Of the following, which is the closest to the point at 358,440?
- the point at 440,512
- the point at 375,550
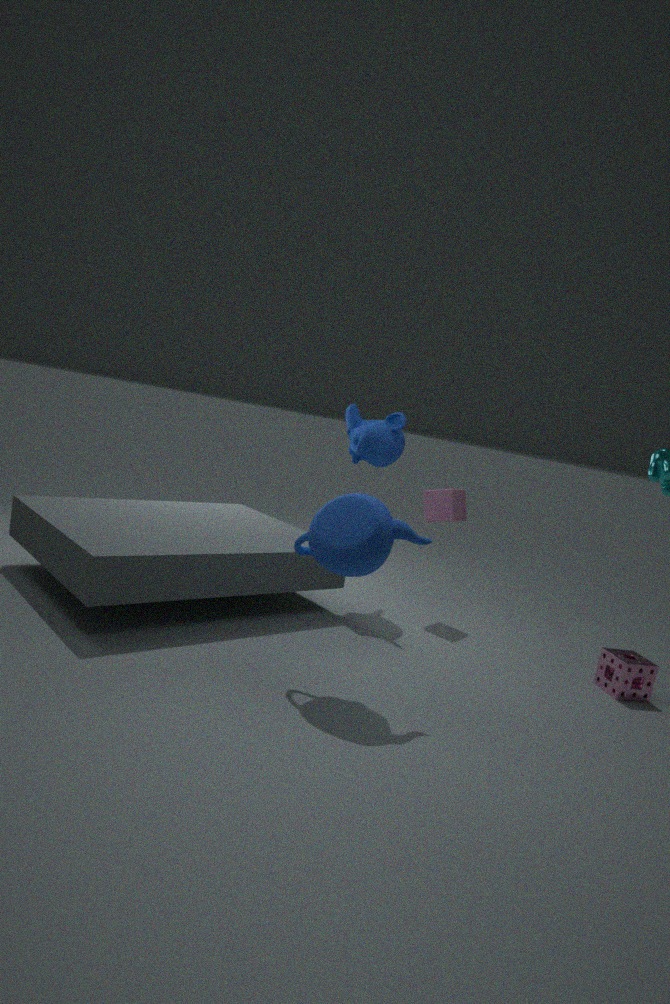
the point at 440,512
